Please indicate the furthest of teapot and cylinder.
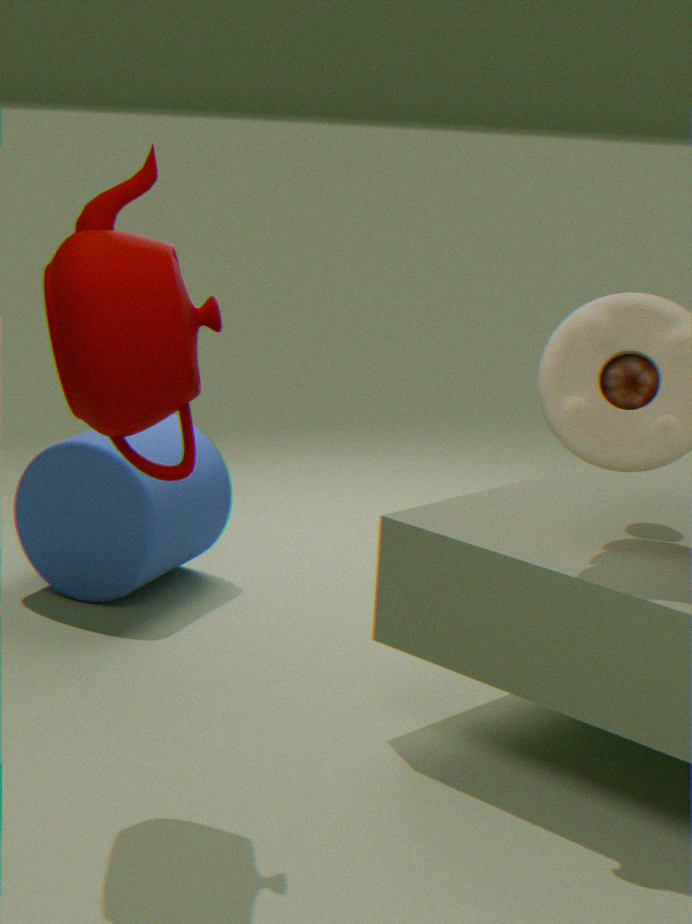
cylinder
